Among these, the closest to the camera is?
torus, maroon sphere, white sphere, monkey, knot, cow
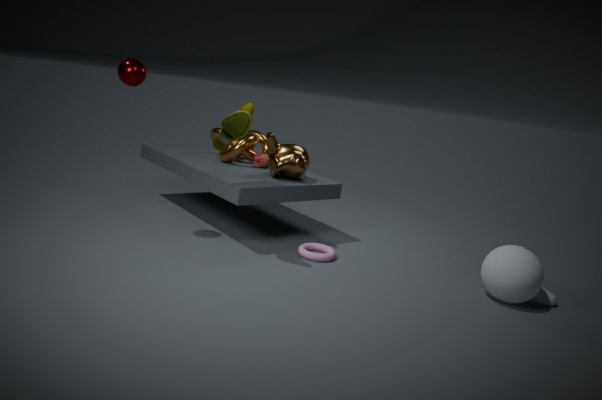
white sphere
